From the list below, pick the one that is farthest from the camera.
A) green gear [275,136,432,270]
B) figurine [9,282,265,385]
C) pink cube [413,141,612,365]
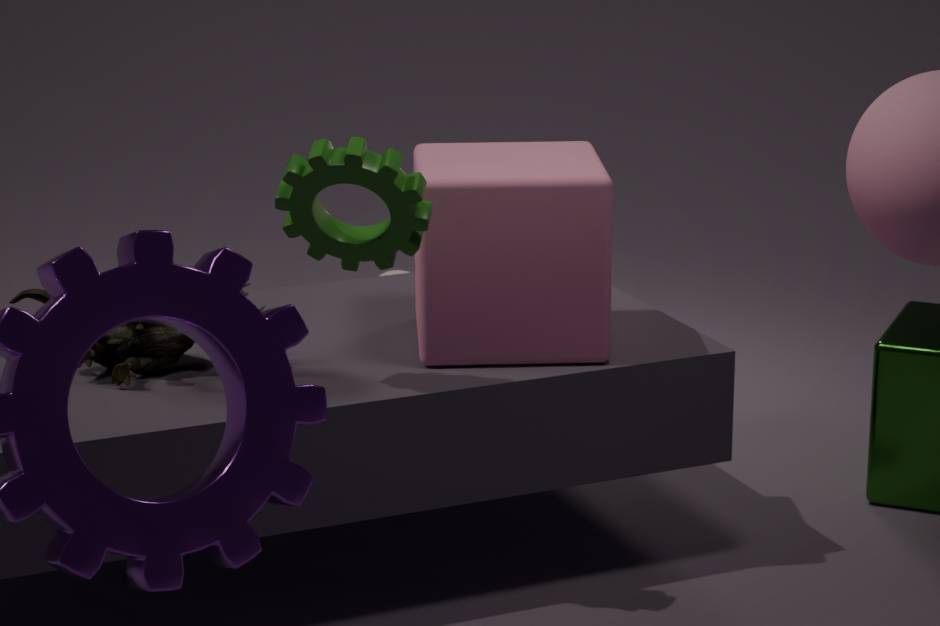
pink cube [413,141,612,365]
